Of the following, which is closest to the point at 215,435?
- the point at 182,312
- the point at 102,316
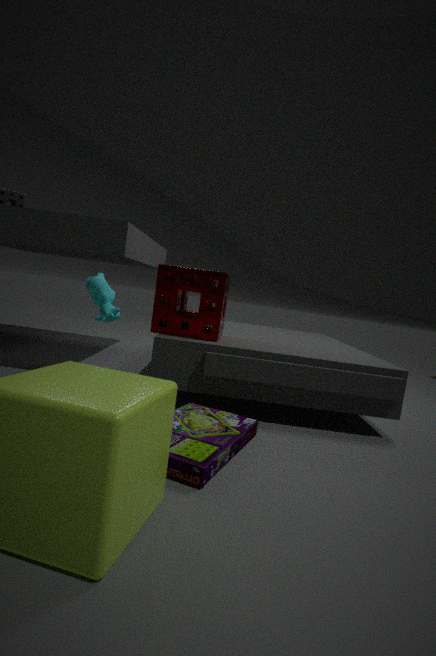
the point at 102,316
